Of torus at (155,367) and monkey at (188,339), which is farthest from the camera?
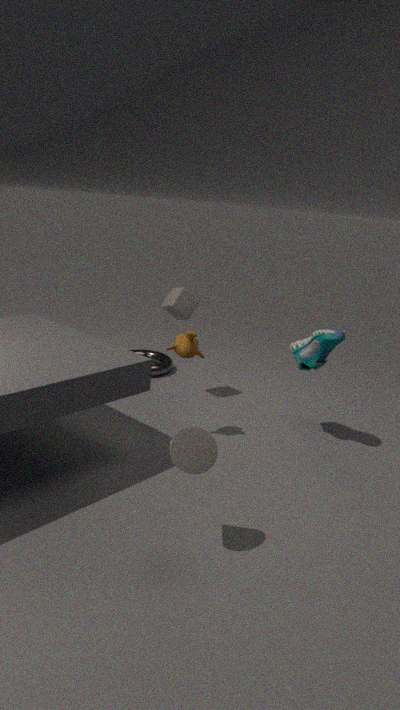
torus at (155,367)
